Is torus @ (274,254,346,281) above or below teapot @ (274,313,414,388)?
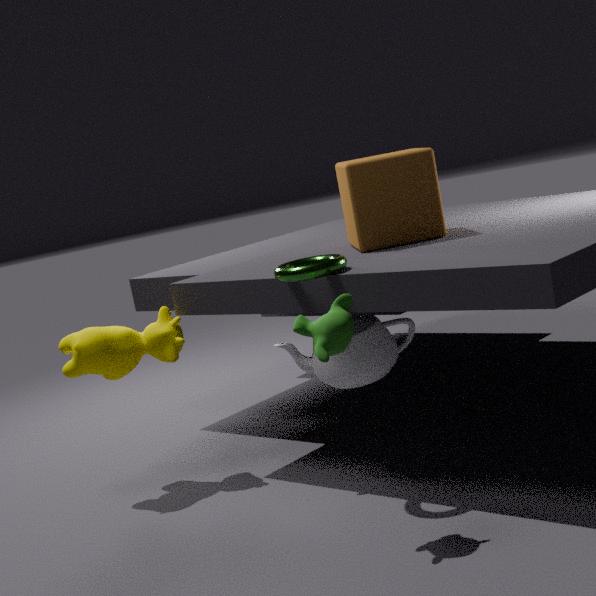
above
